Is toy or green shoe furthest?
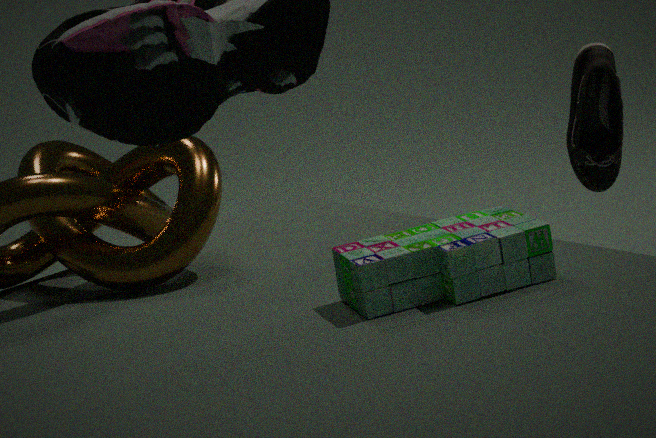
green shoe
